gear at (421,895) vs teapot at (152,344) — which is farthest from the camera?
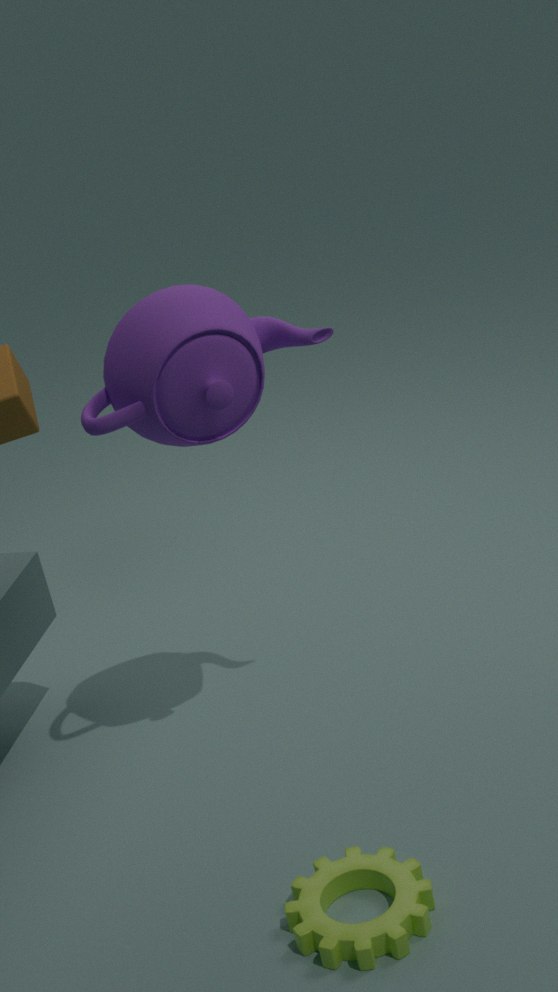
teapot at (152,344)
